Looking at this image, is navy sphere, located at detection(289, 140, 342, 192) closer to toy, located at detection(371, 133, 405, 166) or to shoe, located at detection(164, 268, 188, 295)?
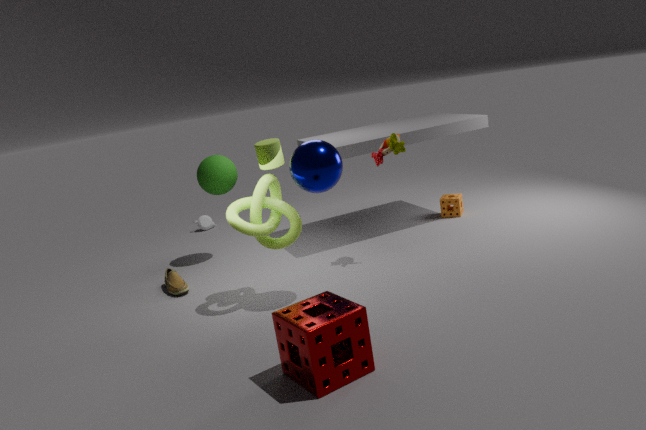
toy, located at detection(371, 133, 405, 166)
